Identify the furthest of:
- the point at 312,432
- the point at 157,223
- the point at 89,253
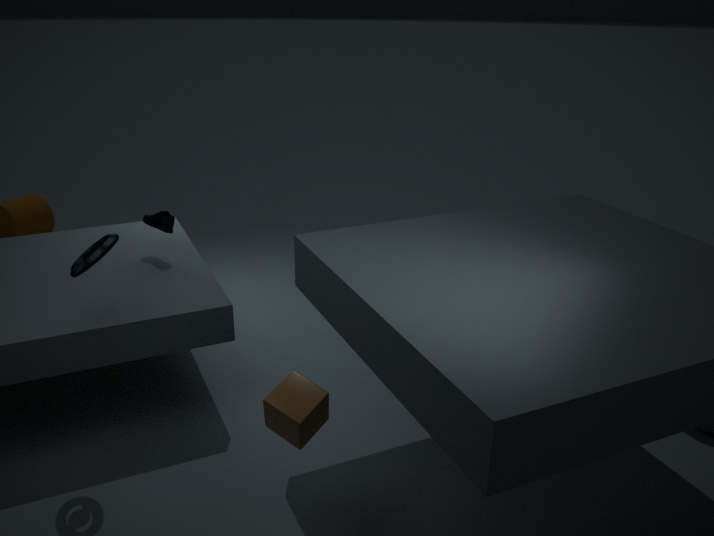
the point at 157,223
